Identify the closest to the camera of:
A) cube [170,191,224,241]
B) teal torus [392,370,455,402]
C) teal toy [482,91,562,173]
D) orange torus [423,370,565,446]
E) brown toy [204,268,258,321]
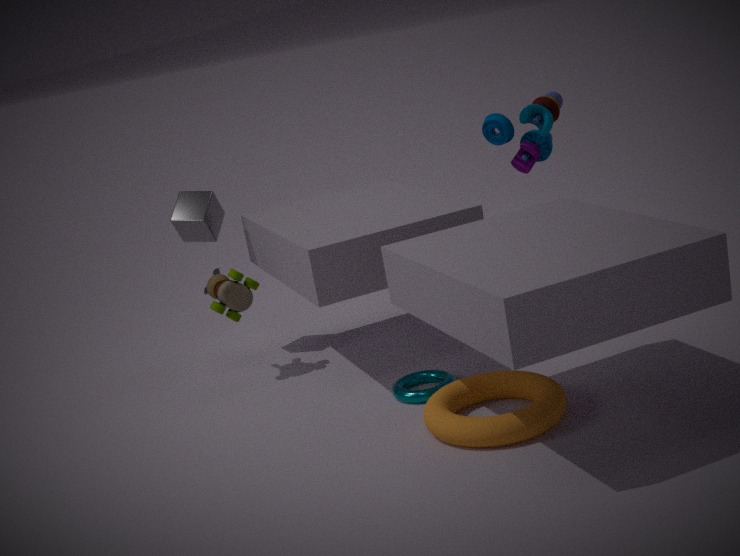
orange torus [423,370,565,446]
